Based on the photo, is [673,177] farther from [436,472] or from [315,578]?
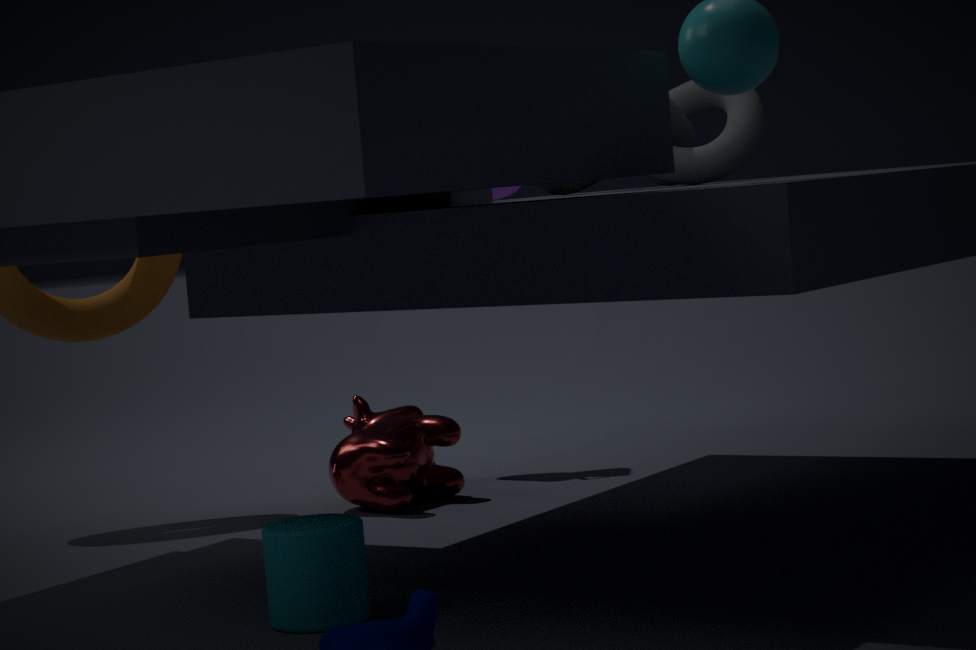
[315,578]
